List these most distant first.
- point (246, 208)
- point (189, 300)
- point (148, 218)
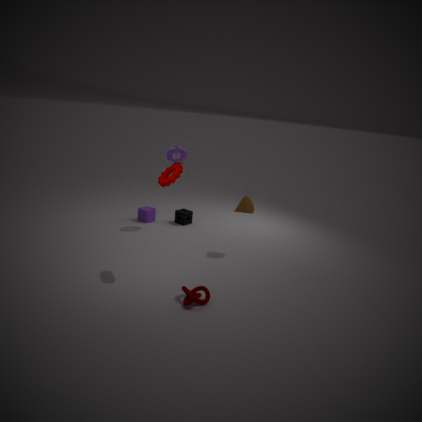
point (148, 218) → point (246, 208) → point (189, 300)
